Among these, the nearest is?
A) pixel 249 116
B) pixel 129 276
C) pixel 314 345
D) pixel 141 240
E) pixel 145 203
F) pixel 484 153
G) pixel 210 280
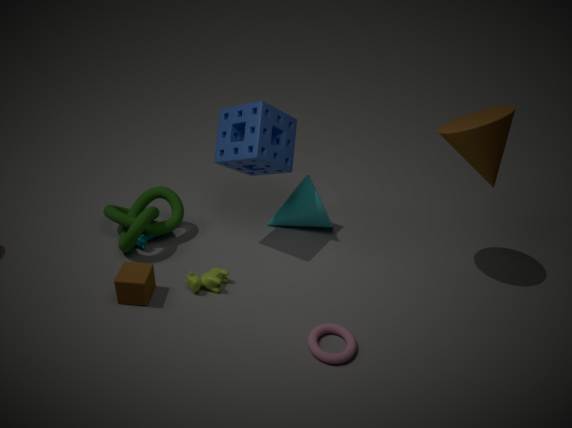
pixel 314 345
